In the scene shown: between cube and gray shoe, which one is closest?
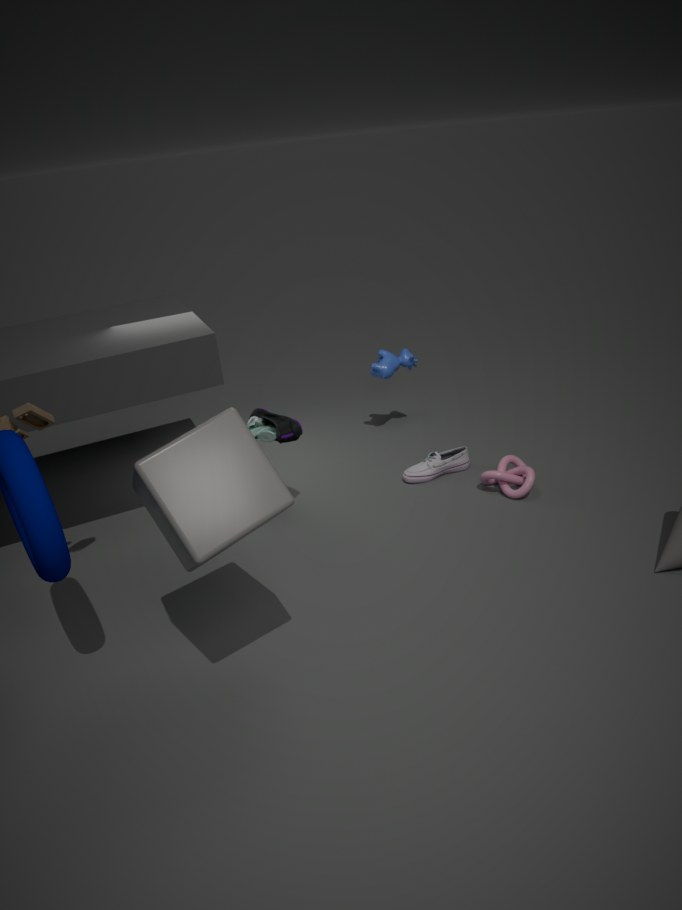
cube
